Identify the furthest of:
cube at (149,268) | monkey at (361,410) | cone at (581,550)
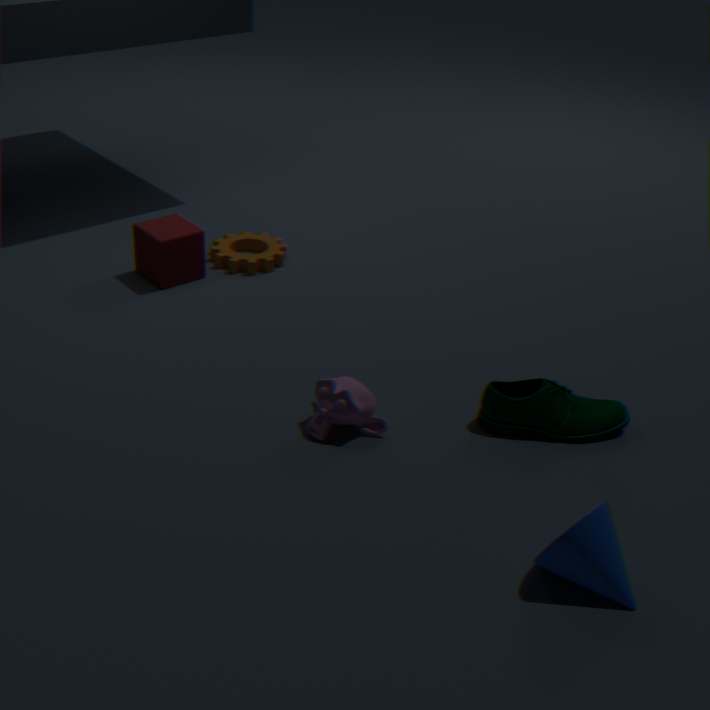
cube at (149,268)
